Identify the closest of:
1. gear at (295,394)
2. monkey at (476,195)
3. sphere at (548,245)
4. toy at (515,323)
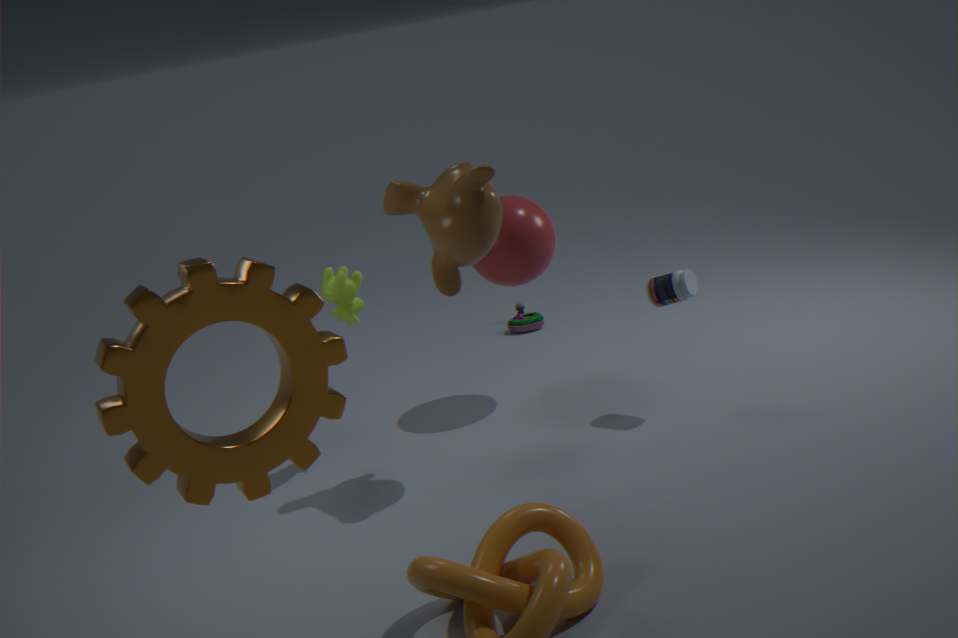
gear at (295,394)
